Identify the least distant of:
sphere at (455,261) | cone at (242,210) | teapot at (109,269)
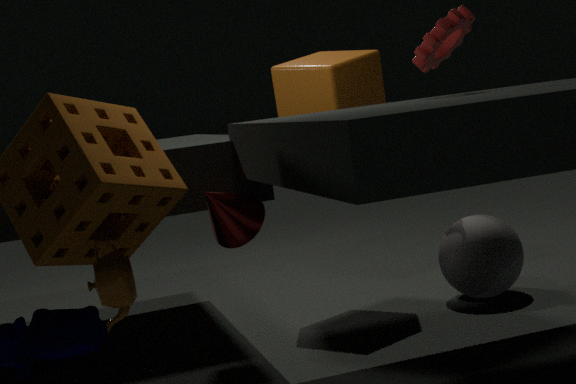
teapot at (109,269)
